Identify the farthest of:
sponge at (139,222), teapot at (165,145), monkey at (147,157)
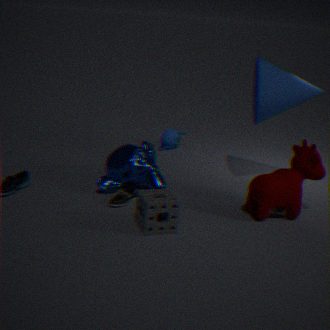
teapot at (165,145)
